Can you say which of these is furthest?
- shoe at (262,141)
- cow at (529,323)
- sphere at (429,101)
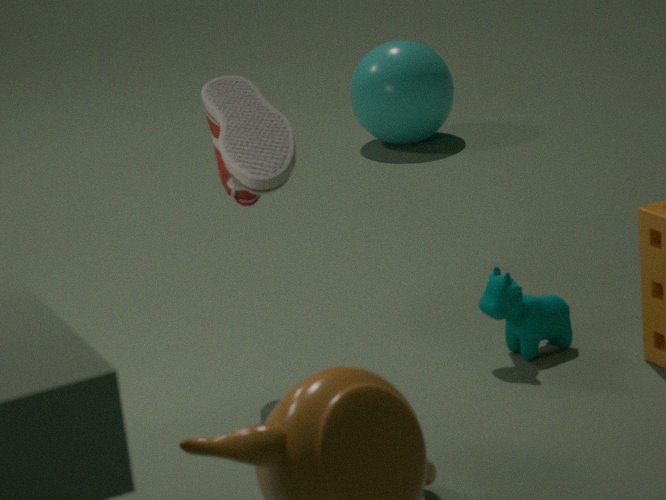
sphere at (429,101)
